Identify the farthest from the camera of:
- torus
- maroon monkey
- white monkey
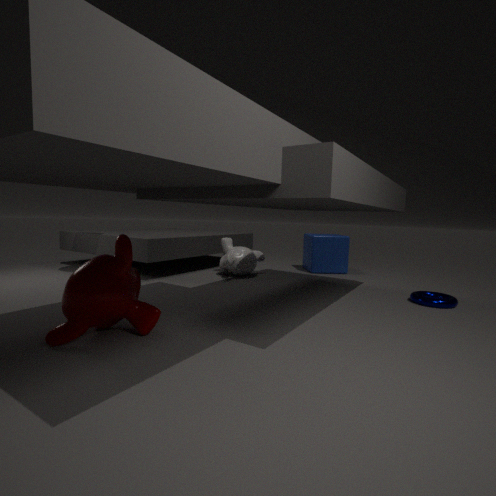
white monkey
